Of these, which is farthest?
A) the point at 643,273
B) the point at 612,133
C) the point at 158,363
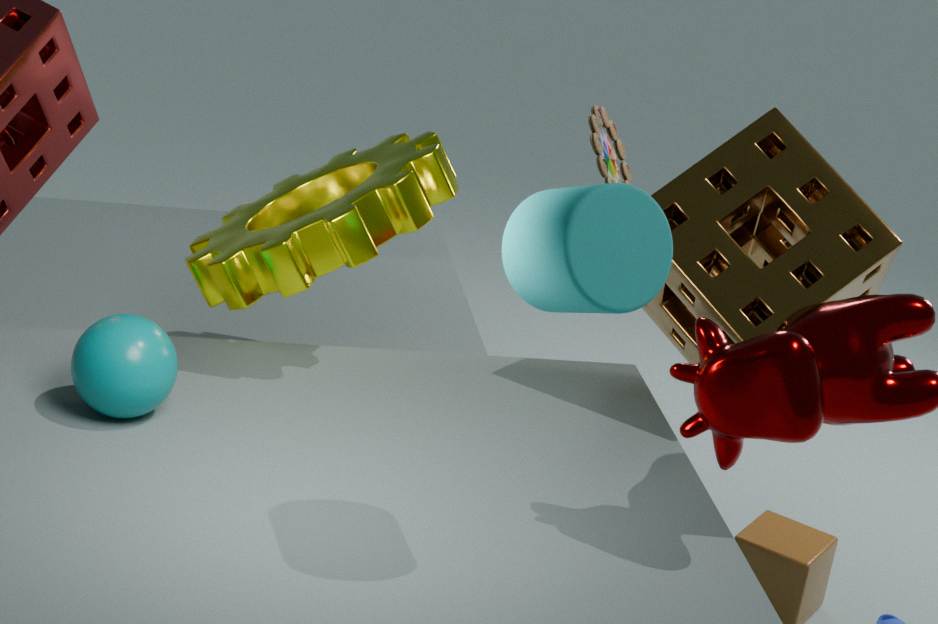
the point at 612,133
